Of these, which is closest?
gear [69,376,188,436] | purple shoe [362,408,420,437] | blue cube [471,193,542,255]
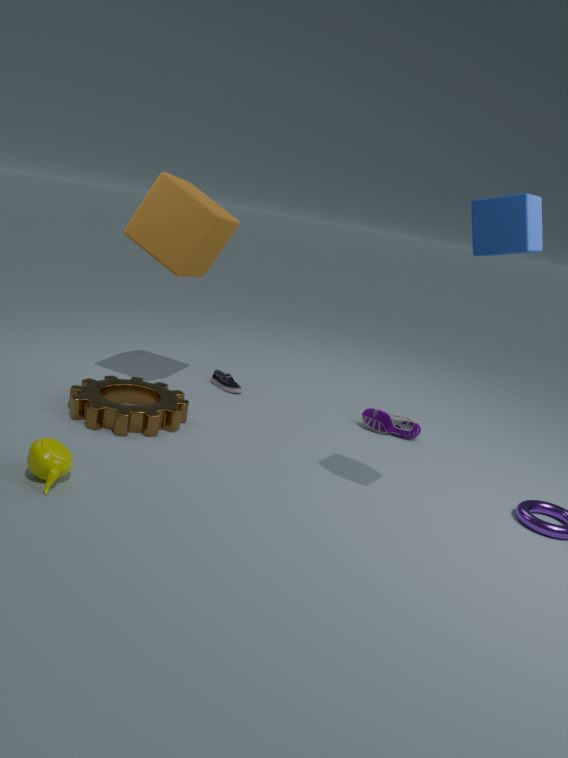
blue cube [471,193,542,255]
